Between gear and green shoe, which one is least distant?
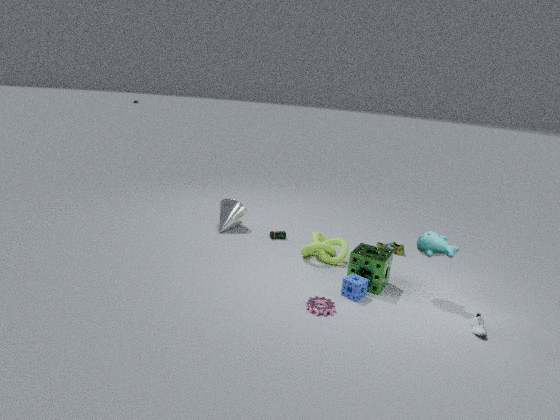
gear
